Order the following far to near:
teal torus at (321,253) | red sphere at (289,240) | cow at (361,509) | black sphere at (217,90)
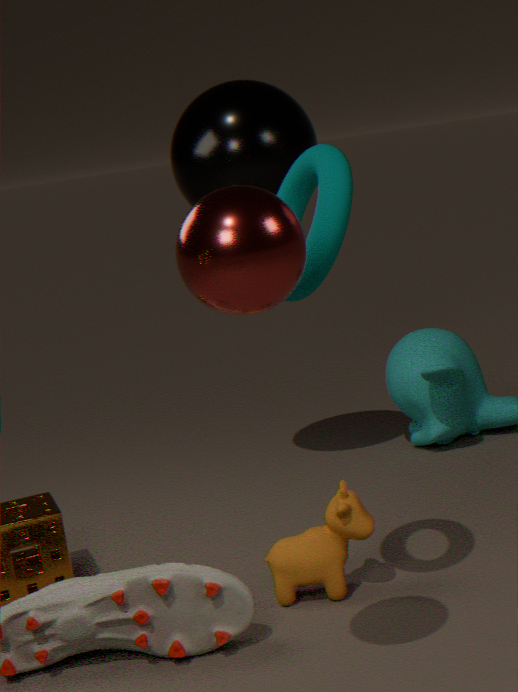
black sphere at (217,90)
cow at (361,509)
teal torus at (321,253)
red sphere at (289,240)
